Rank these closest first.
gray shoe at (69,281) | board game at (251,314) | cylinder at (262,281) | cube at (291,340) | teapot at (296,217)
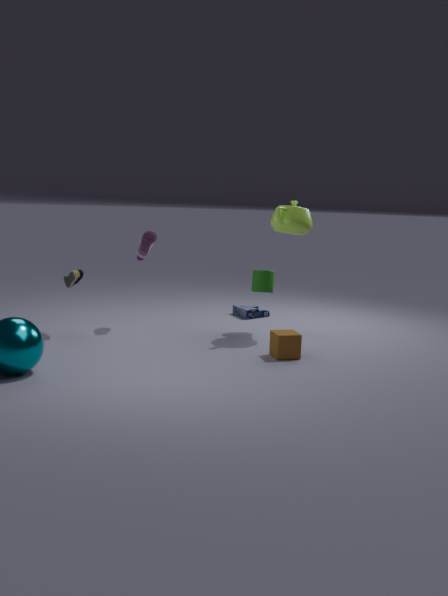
cube at (291,340) < gray shoe at (69,281) < teapot at (296,217) < cylinder at (262,281) < board game at (251,314)
